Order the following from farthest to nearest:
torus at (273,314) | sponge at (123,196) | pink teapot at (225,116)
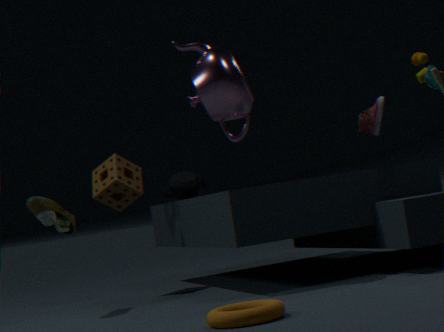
sponge at (123,196) < pink teapot at (225,116) < torus at (273,314)
